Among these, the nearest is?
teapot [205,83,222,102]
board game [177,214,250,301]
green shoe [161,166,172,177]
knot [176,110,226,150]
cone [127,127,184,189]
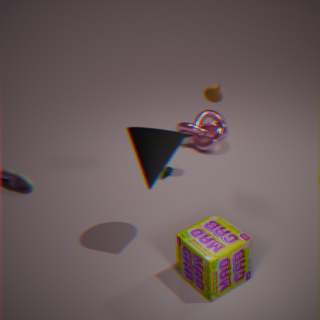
board game [177,214,250,301]
